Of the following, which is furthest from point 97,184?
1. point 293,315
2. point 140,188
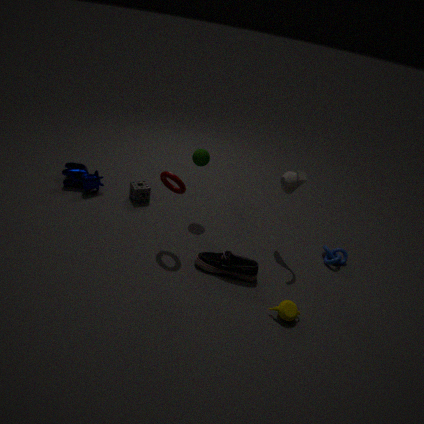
point 293,315
